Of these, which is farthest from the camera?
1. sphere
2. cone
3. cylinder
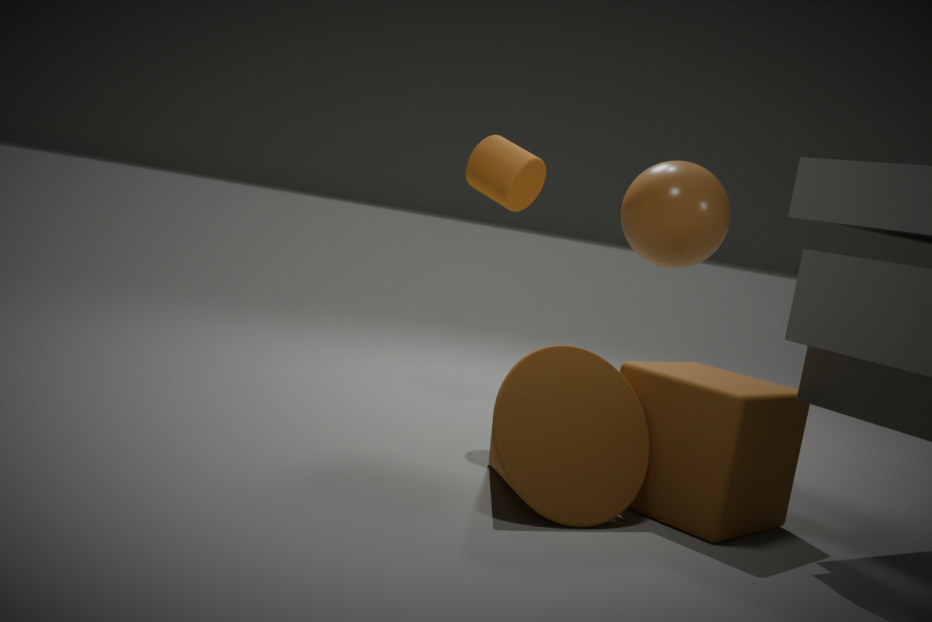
sphere
